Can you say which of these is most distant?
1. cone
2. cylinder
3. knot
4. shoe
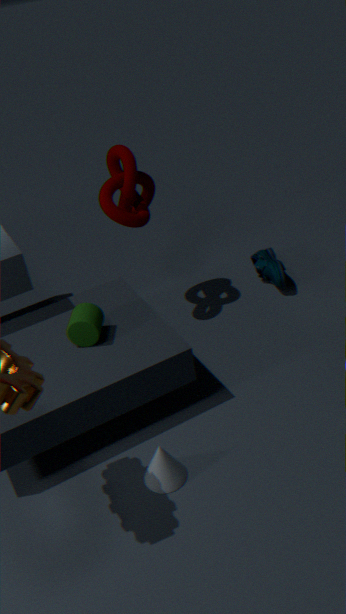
shoe
